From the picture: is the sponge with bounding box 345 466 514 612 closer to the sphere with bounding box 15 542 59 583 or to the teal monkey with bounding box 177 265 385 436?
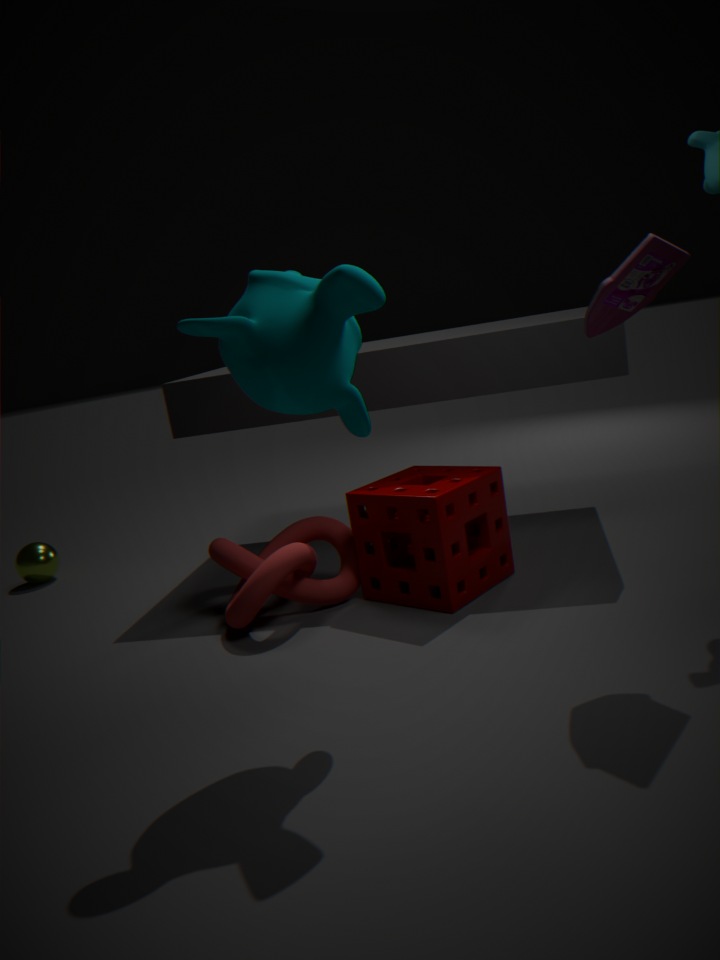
the teal monkey with bounding box 177 265 385 436
